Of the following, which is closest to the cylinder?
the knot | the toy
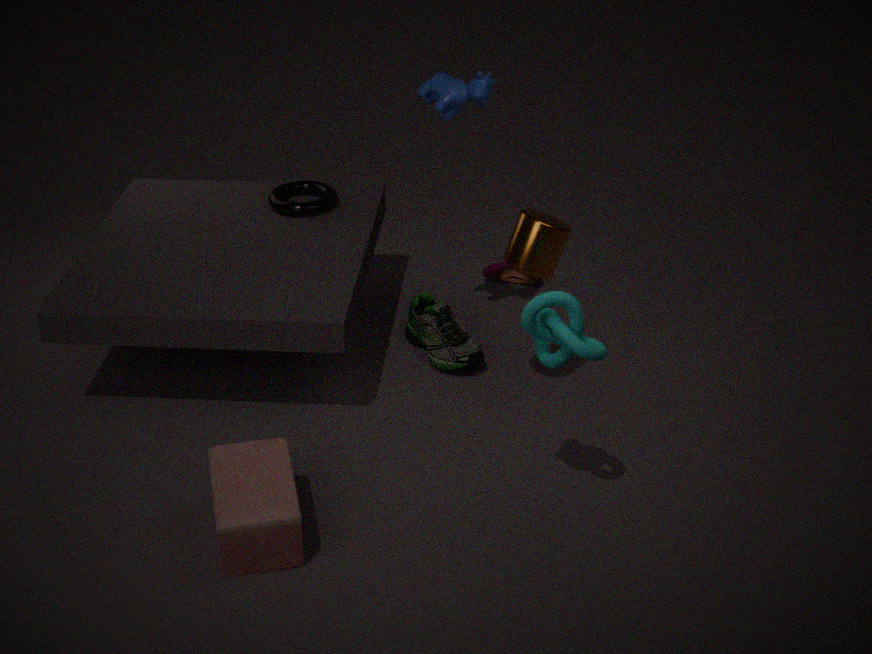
the knot
